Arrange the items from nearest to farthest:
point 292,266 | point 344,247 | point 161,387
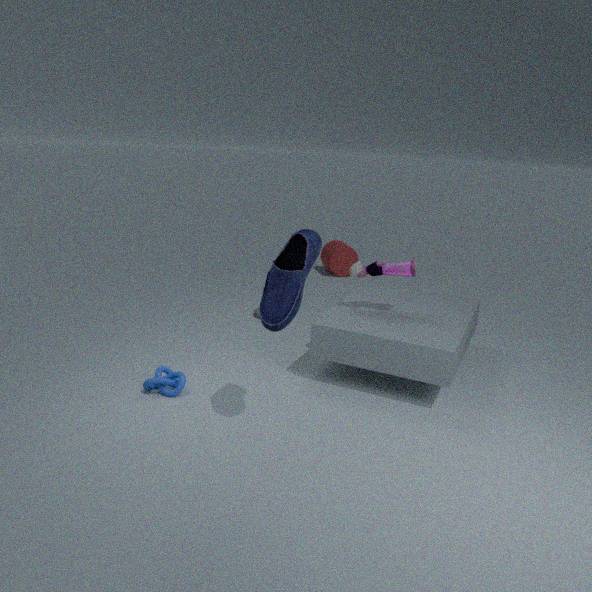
point 292,266 < point 161,387 < point 344,247
